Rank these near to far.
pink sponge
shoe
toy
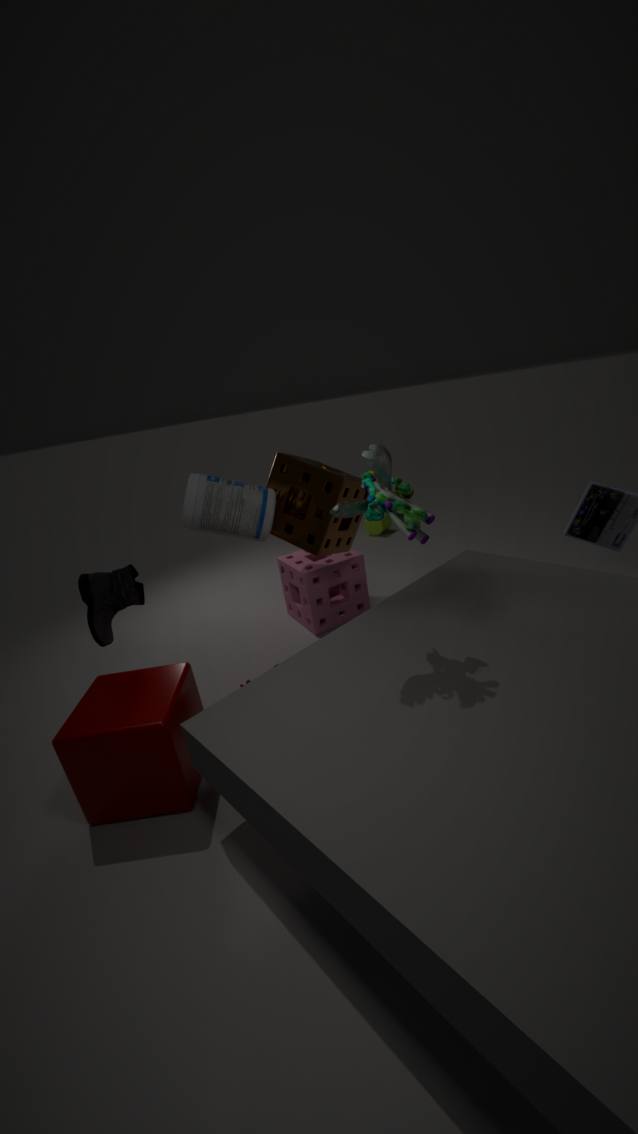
toy
shoe
pink sponge
